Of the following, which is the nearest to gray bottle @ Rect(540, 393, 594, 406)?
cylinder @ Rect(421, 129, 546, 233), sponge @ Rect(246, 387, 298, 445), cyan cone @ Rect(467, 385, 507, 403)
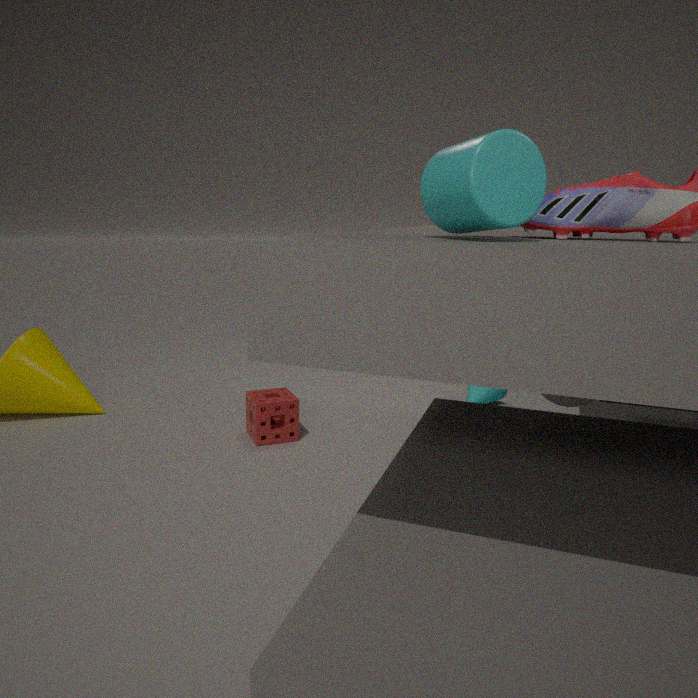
cylinder @ Rect(421, 129, 546, 233)
